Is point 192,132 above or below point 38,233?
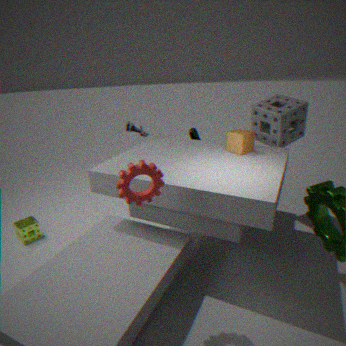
above
